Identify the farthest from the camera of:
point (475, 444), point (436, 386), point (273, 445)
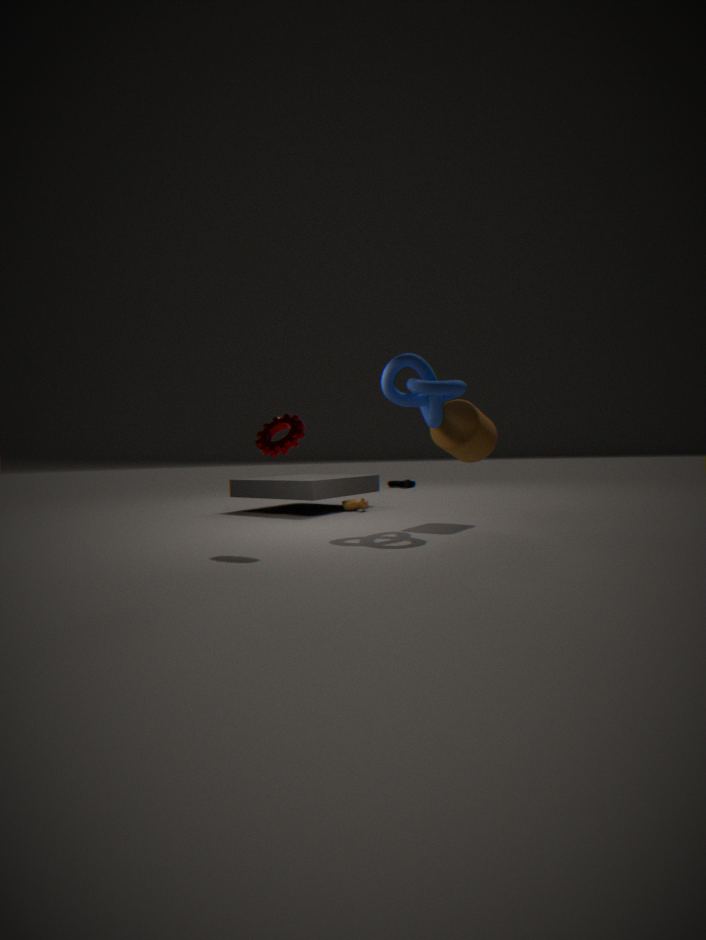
point (475, 444)
